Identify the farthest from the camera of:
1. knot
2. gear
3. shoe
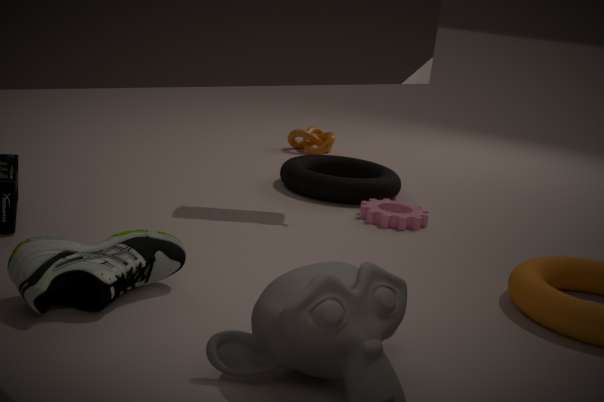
knot
